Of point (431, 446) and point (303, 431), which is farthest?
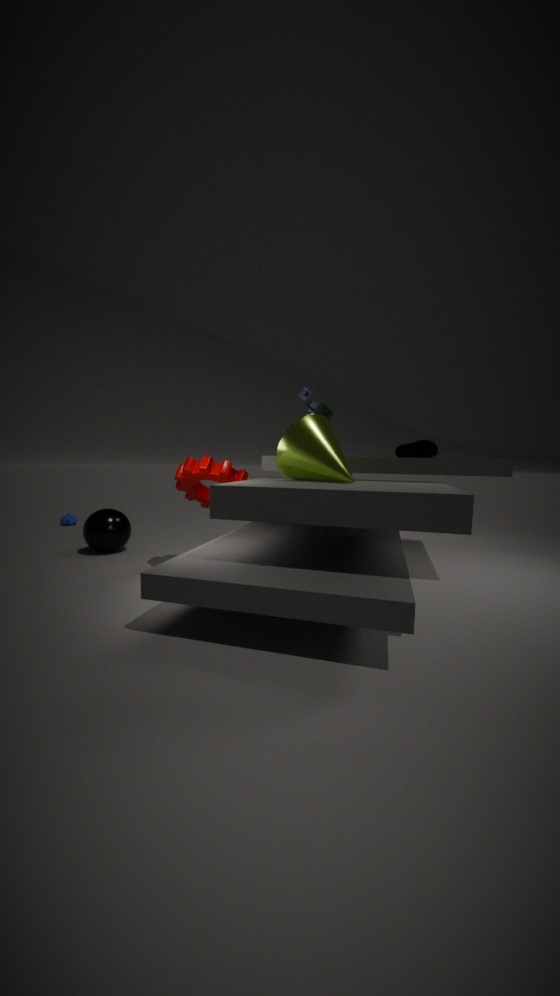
point (431, 446)
